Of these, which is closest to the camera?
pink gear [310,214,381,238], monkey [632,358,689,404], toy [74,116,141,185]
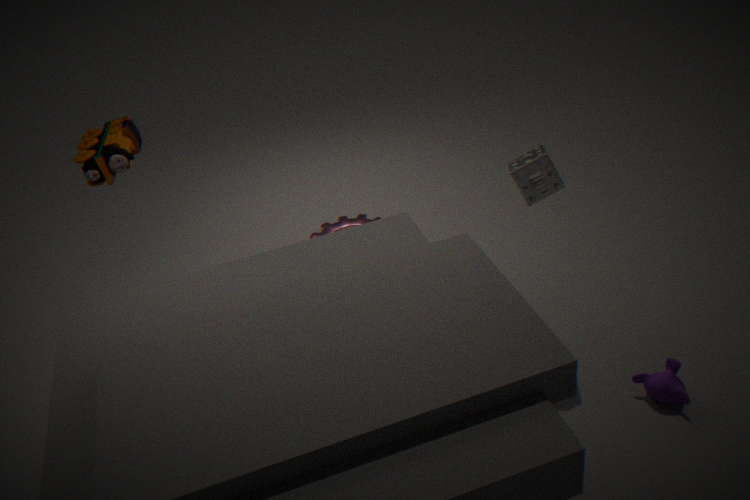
monkey [632,358,689,404]
